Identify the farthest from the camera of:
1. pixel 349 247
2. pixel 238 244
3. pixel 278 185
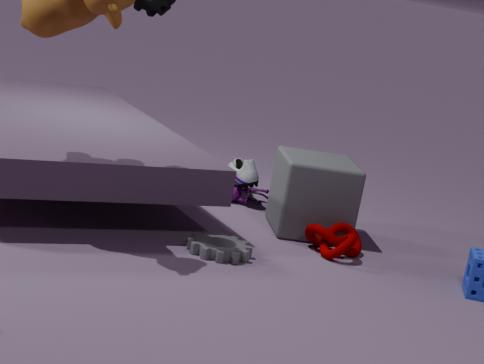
pixel 278 185
